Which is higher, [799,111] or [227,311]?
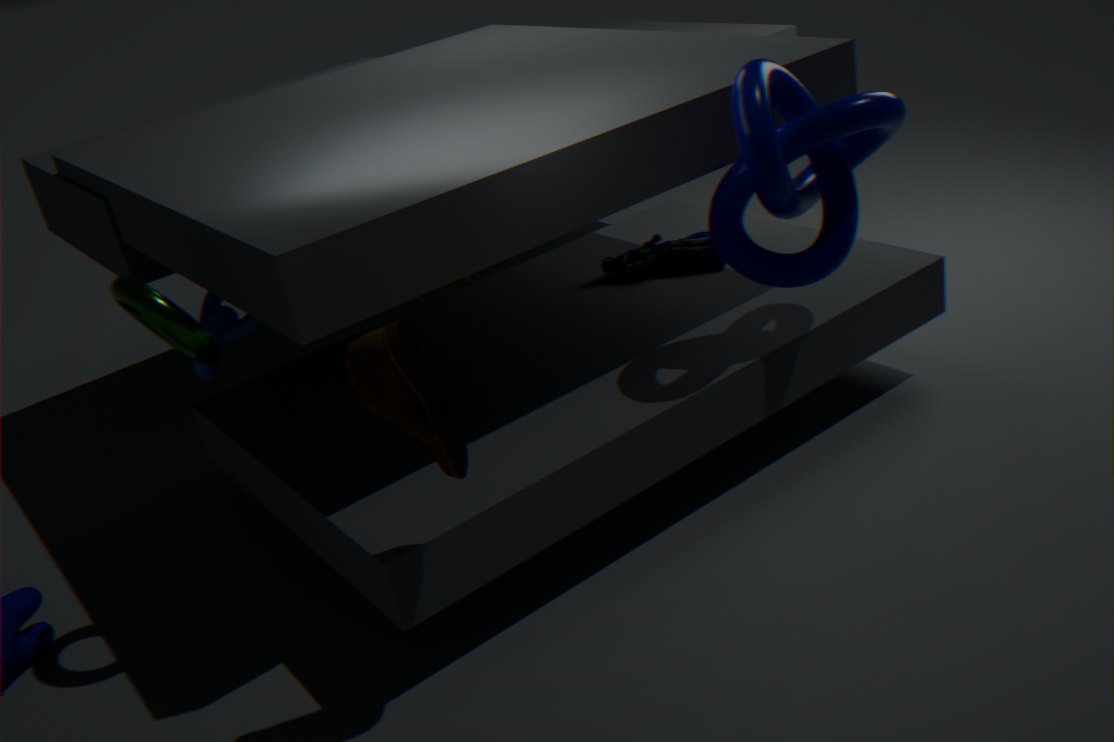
[799,111]
